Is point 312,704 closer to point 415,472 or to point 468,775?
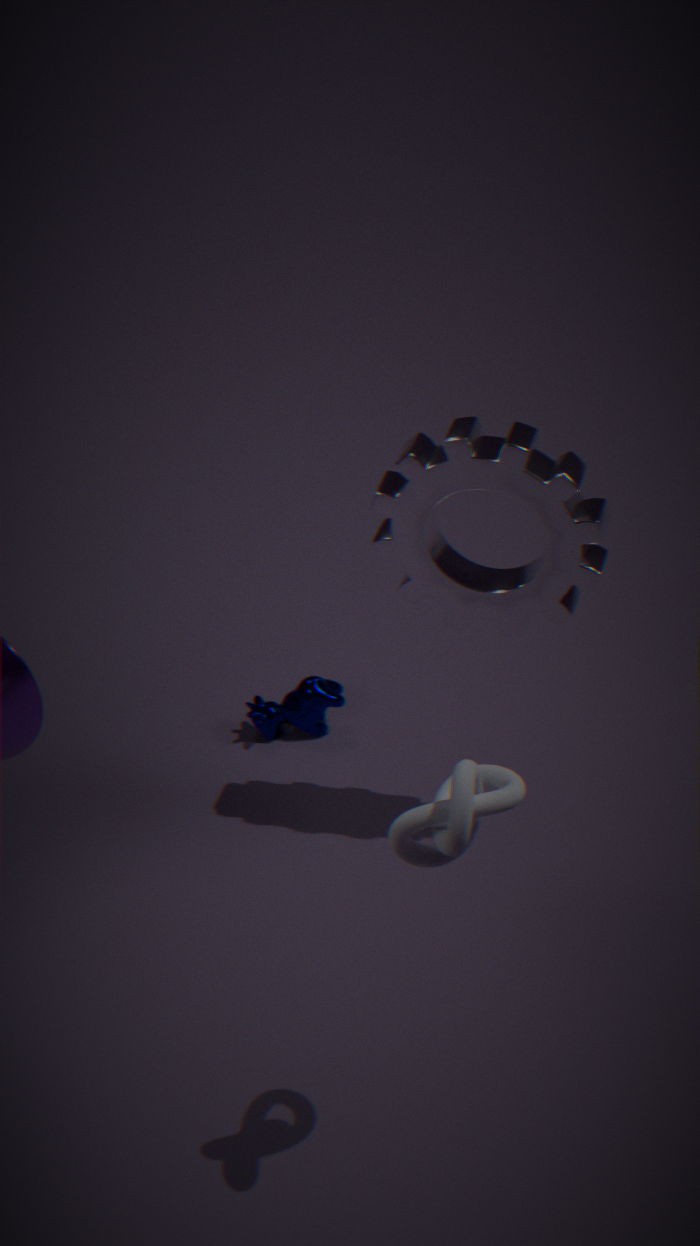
point 415,472
